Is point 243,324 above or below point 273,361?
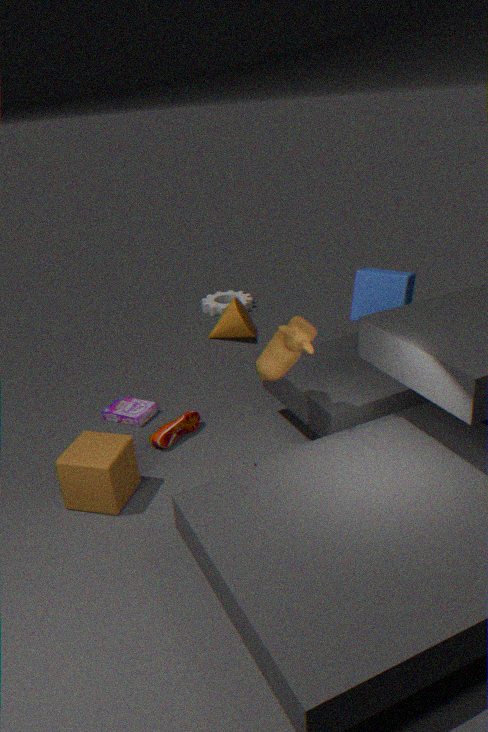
below
